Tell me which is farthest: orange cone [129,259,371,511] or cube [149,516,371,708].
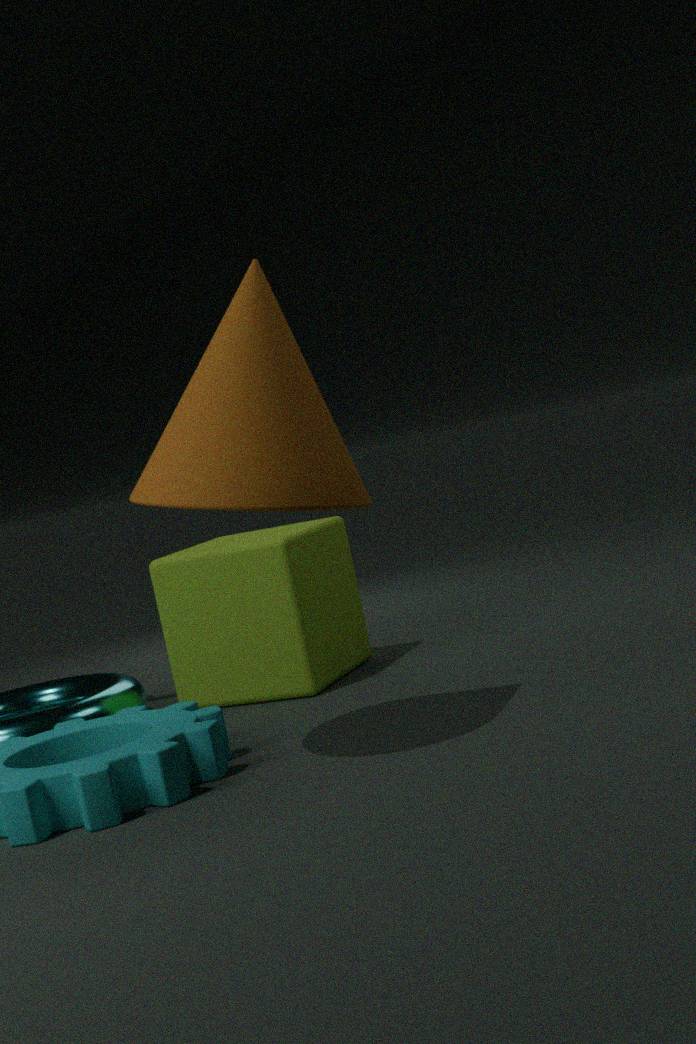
cube [149,516,371,708]
